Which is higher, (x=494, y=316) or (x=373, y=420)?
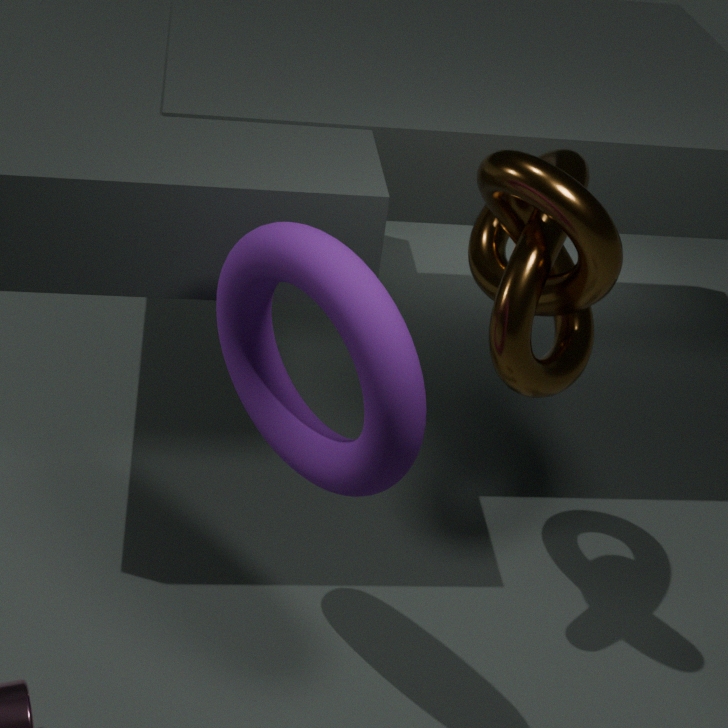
(x=494, y=316)
